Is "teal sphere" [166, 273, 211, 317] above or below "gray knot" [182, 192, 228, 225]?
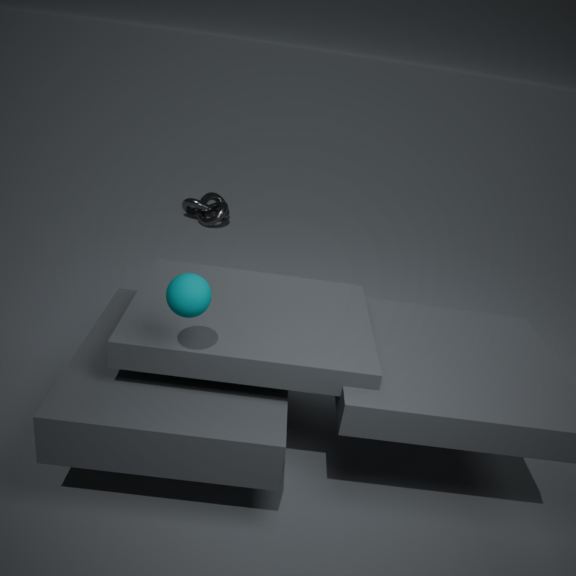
above
